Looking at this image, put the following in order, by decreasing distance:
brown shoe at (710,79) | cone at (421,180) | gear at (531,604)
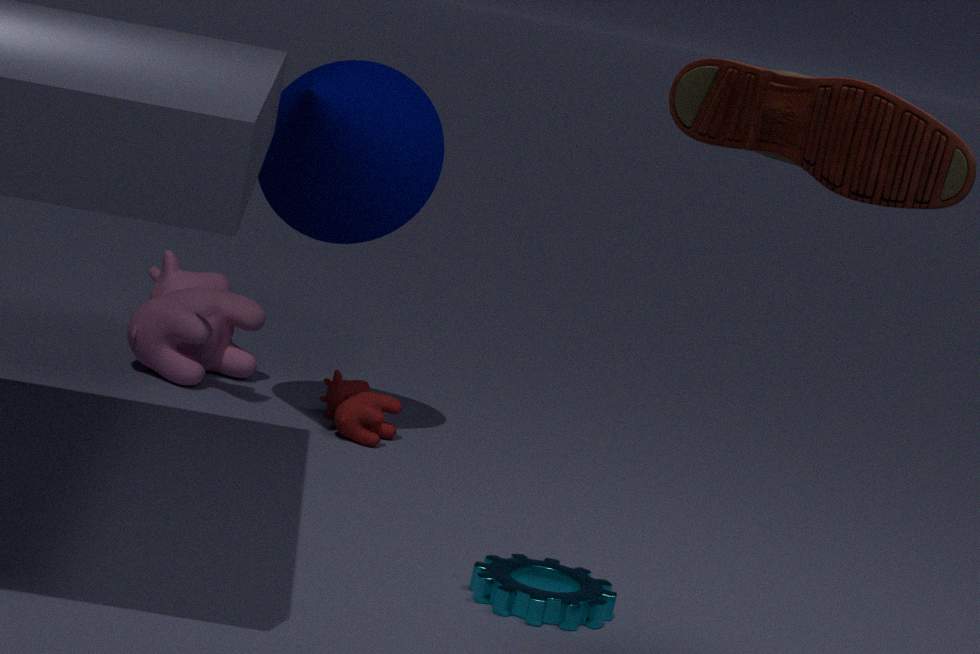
cone at (421,180) < gear at (531,604) < brown shoe at (710,79)
